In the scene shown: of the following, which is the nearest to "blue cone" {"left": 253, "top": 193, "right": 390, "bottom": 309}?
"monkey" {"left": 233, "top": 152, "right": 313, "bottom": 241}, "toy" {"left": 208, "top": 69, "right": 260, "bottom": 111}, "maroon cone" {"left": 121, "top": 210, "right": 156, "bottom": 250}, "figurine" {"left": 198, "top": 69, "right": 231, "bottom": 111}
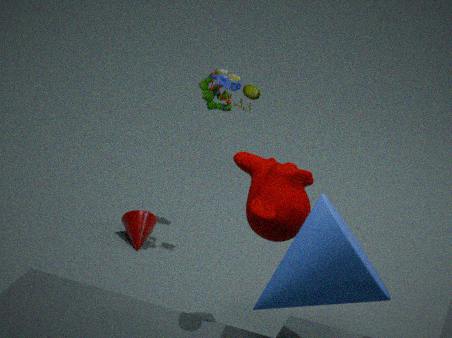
"monkey" {"left": 233, "top": 152, "right": 313, "bottom": 241}
